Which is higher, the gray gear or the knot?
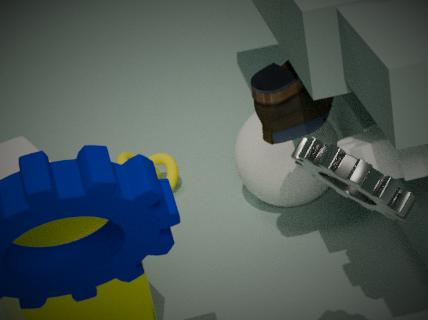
the gray gear
